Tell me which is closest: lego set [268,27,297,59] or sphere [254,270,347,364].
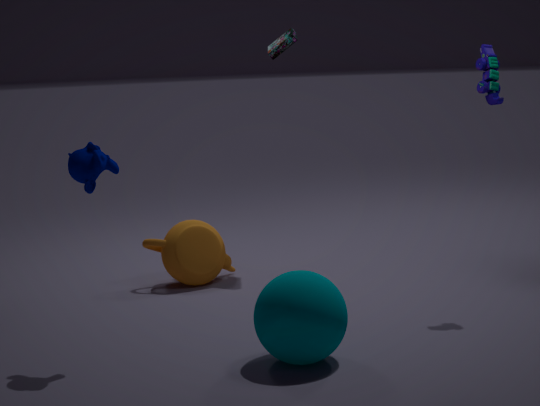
sphere [254,270,347,364]
